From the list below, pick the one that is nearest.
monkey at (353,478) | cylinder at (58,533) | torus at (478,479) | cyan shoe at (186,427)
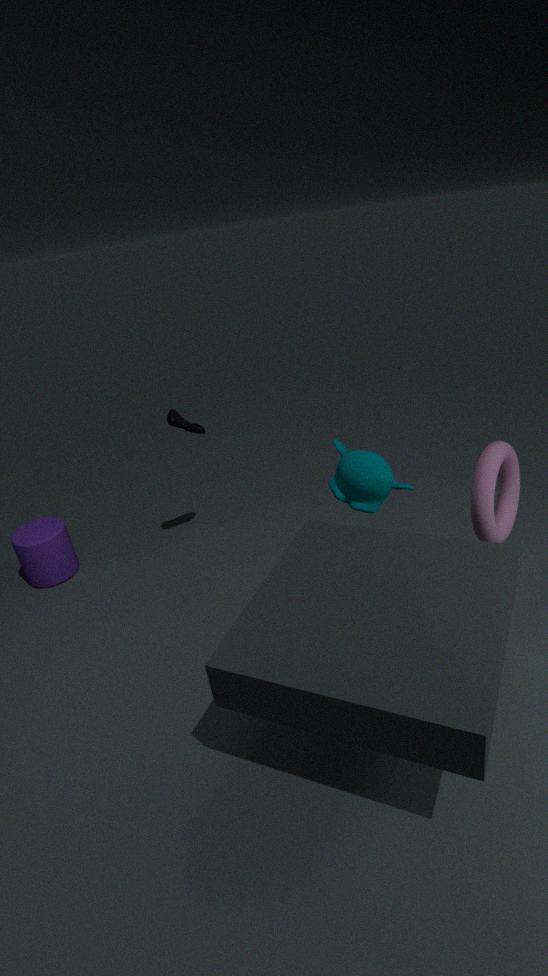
torus at (478,479)
